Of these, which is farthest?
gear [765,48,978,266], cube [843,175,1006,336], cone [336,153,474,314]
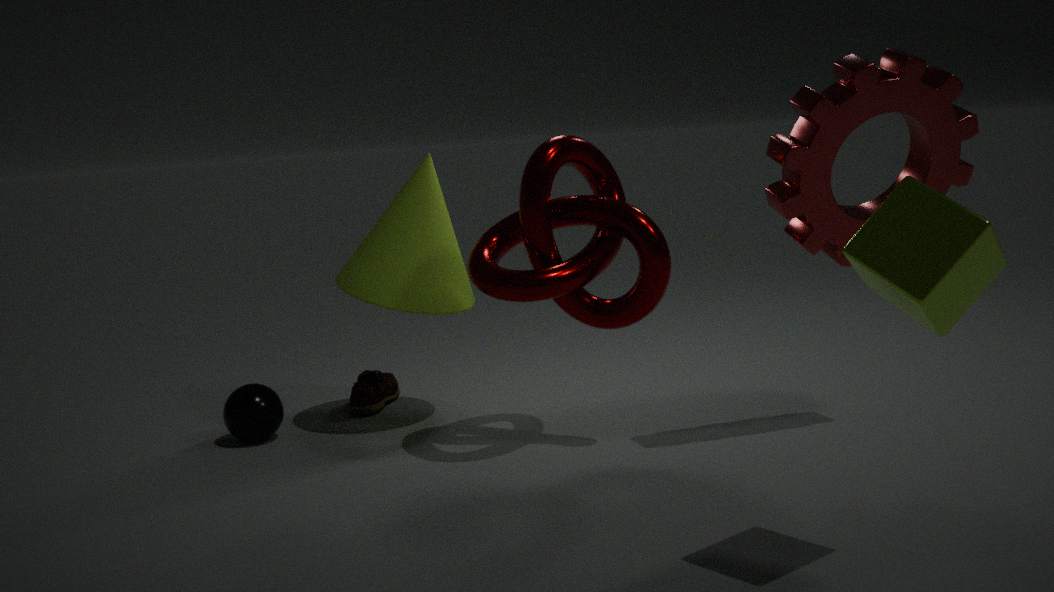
cone [336,153,474,314]
